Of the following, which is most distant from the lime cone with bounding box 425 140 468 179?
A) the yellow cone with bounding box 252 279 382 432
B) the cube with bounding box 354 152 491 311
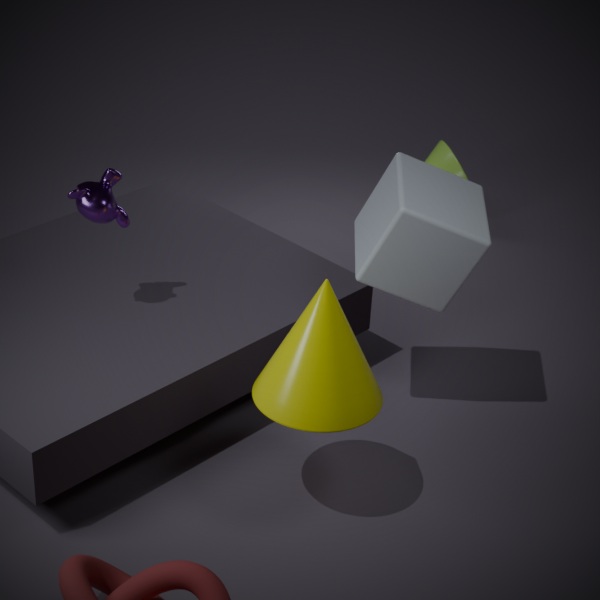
the yellow cone with bounding box 252 279 382 432
